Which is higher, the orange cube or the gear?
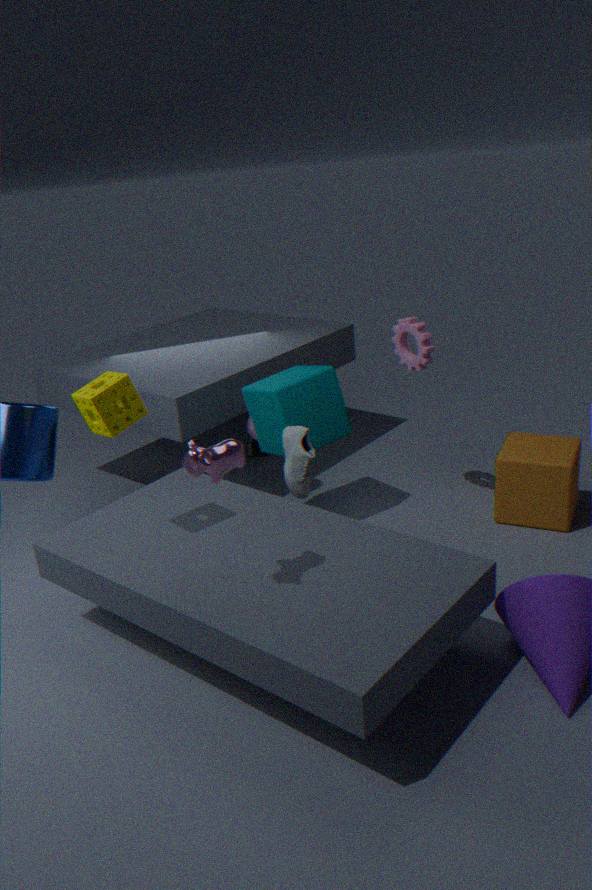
the gear
